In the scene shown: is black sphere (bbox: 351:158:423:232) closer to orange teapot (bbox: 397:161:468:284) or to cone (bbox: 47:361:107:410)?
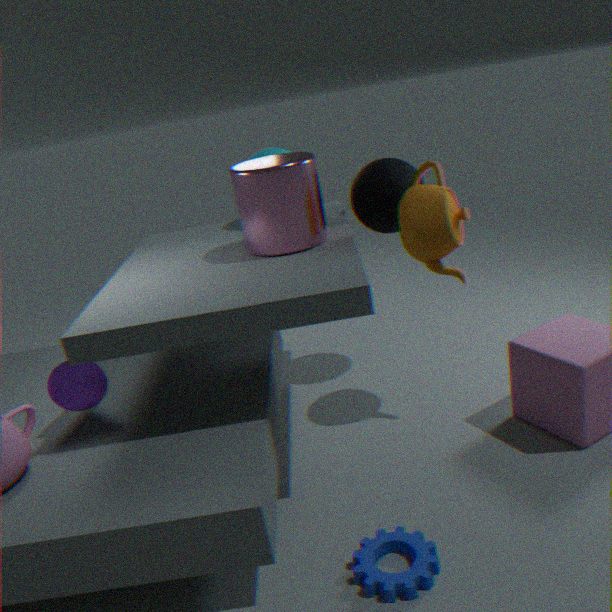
orange teapot (bbox: 397:161:468:284)
